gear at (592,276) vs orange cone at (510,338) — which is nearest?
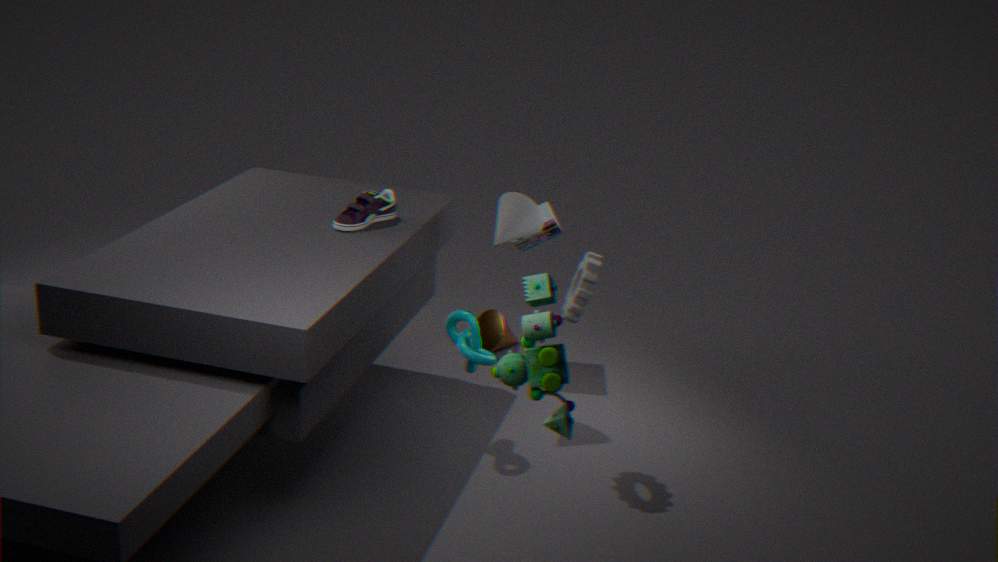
Answer: gear at (592,276)
